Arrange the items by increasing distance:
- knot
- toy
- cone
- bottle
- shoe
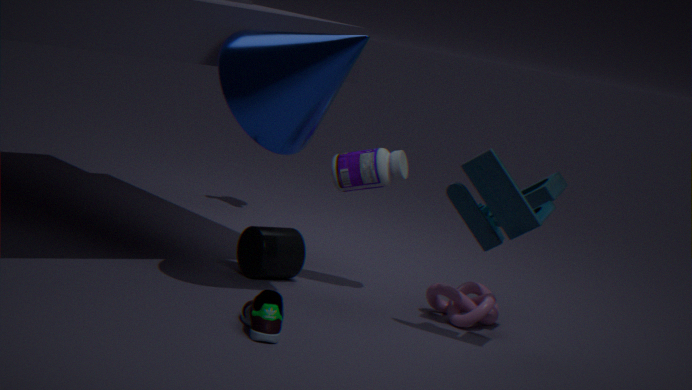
shoe, toy, cone, knot, bottle
